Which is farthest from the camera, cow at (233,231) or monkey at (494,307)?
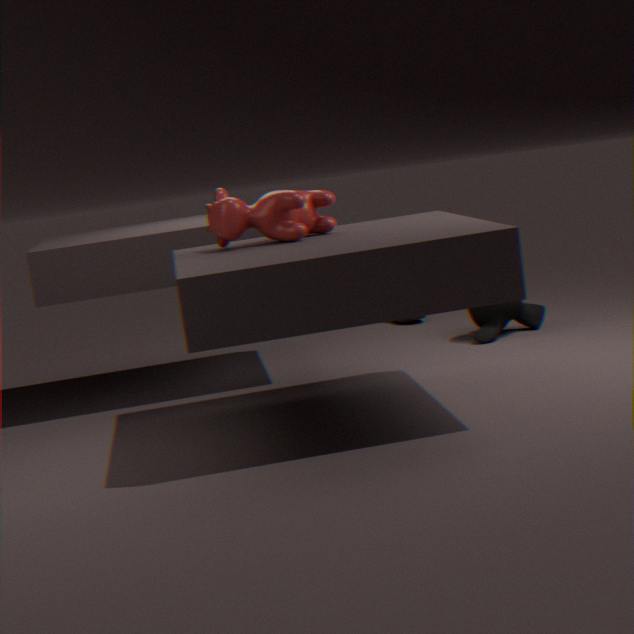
monkey at (494,307)
